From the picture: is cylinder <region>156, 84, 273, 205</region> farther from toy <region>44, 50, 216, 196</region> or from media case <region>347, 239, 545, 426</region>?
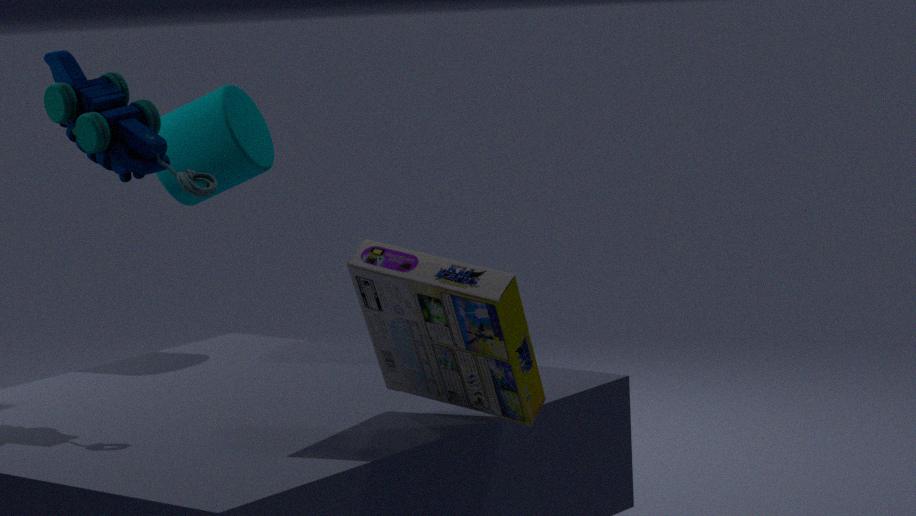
media case <region>347, 239, 545, 426</region>
